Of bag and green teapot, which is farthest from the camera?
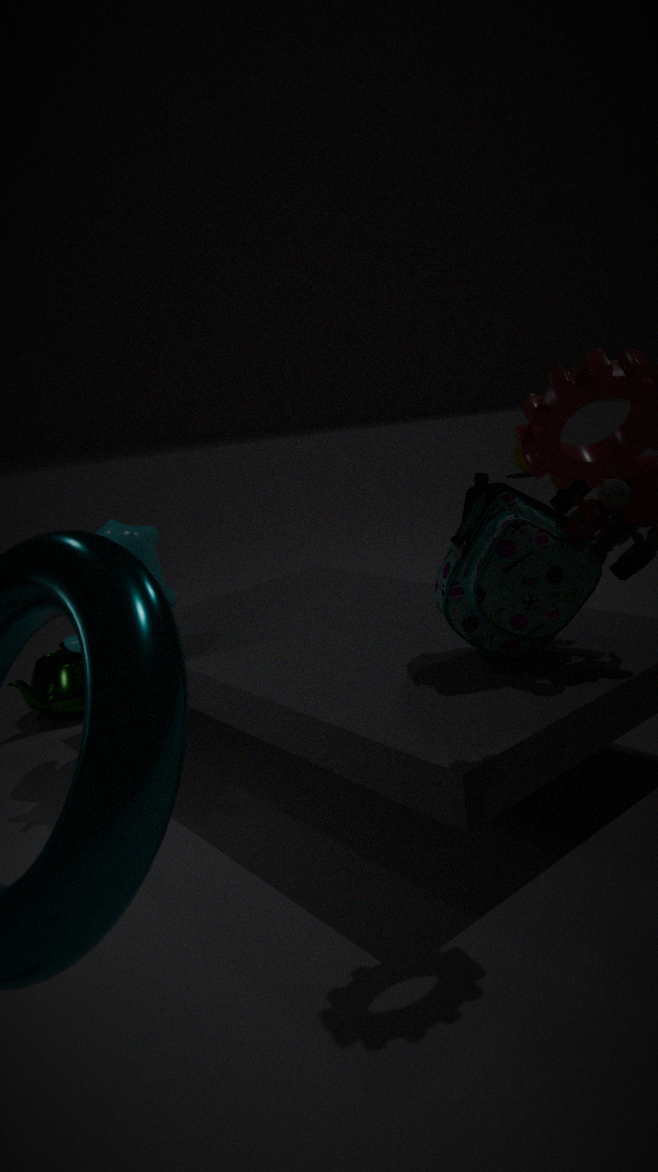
green teapot
